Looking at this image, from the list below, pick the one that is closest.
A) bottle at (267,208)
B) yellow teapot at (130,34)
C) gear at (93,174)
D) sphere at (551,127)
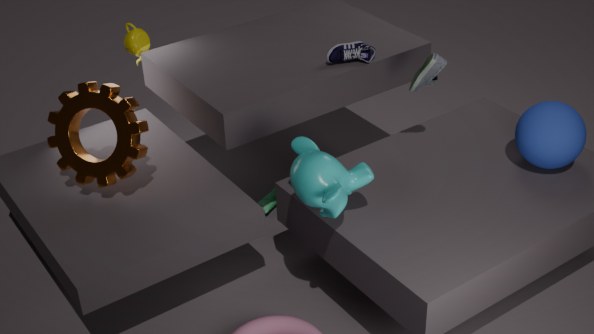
sphere at (551,127)
